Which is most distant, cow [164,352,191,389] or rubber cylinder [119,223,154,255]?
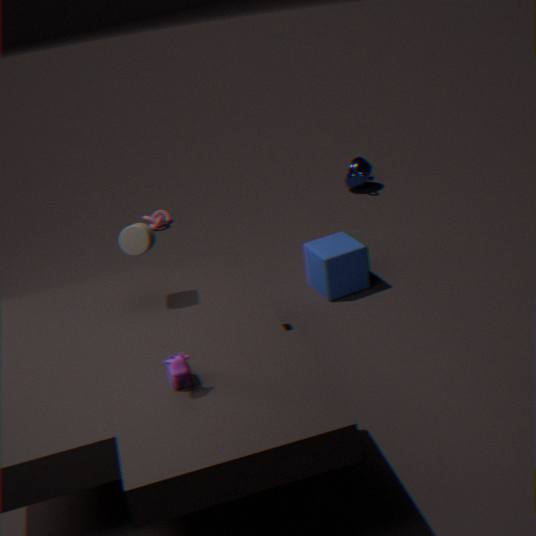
rubber cylinder [119,223,154,255]
